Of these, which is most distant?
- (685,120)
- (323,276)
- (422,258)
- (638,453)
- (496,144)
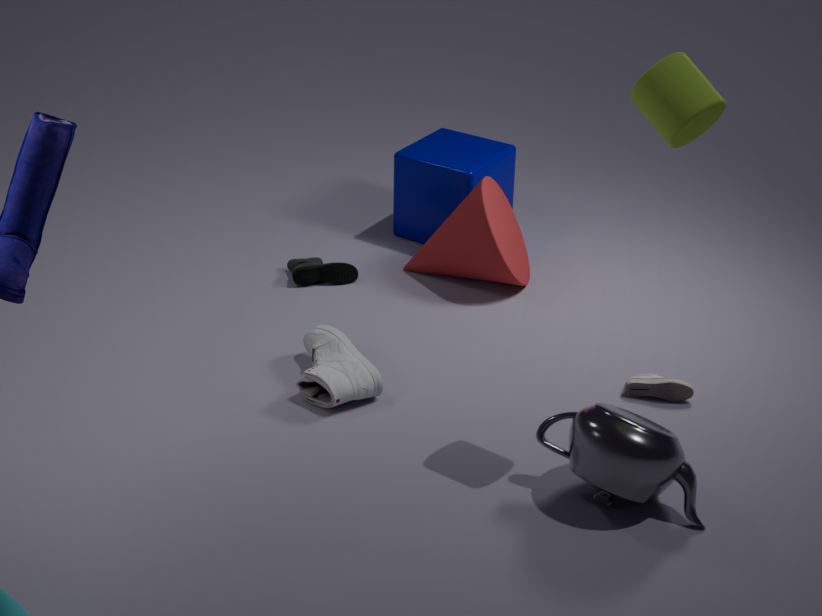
(496,144)
